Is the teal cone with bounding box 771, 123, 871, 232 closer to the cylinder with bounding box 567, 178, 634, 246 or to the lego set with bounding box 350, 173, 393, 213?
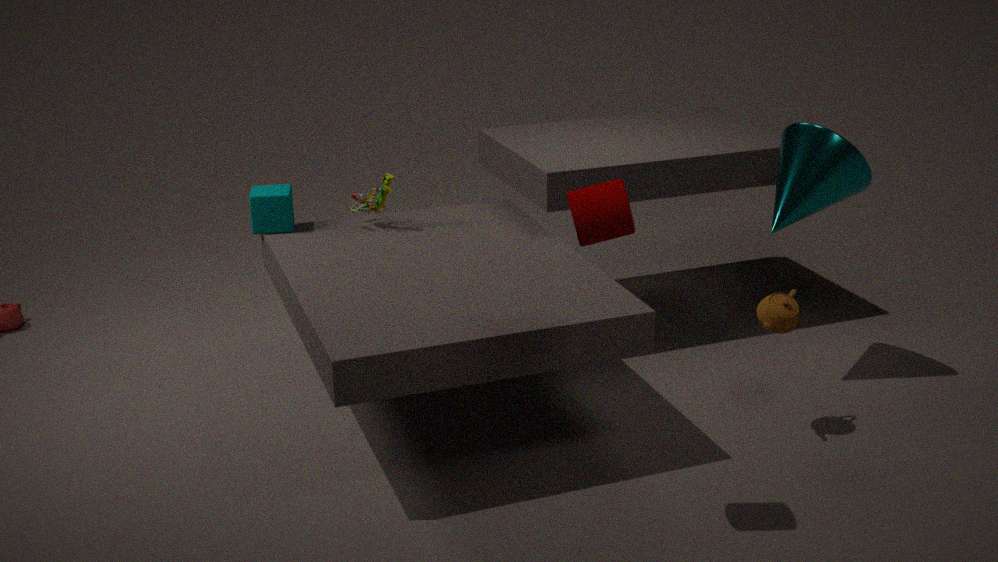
the cylinder with bounding box 567, 178, 634, 246
